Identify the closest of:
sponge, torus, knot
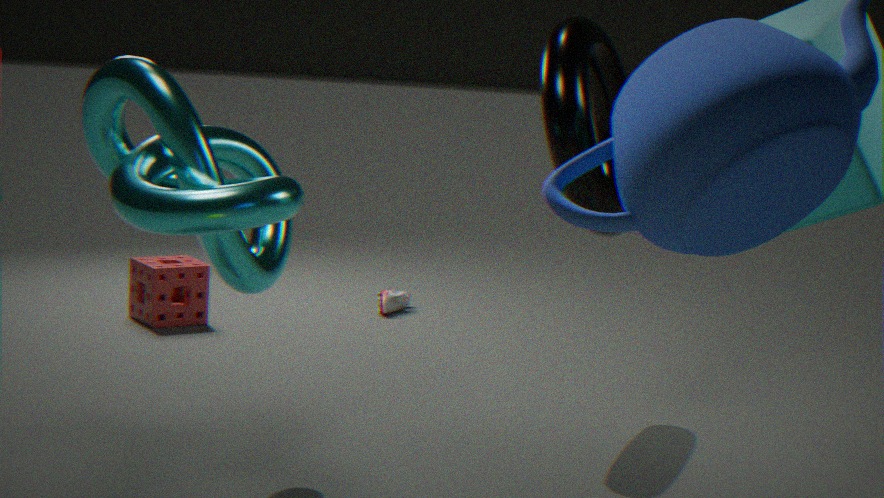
knot
